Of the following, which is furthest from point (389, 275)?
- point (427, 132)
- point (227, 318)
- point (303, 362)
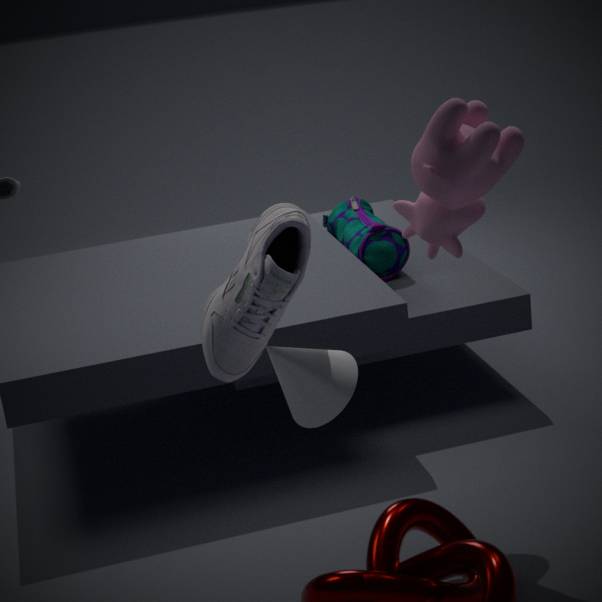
point (303, 362)
